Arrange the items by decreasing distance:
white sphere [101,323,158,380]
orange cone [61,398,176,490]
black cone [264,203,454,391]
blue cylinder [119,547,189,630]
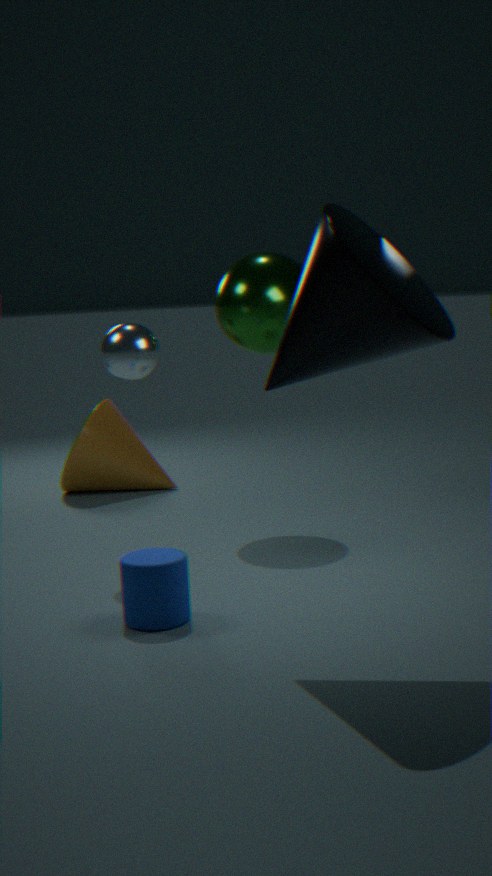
orange cone [61,398,176,490], white sphere [101,323,158,380], blue cylinder [119,547,189,630], black cone [264,203,454,391]
